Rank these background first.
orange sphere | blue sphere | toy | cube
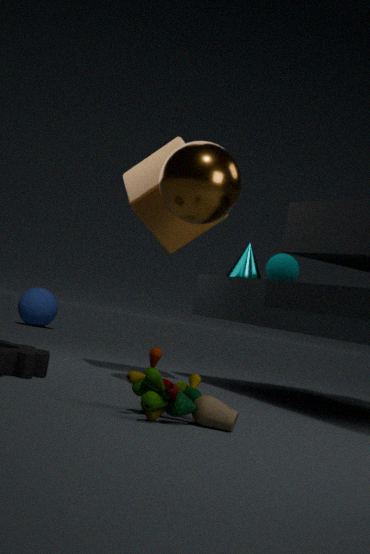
blue sphere < cube < orange sphere < toy
